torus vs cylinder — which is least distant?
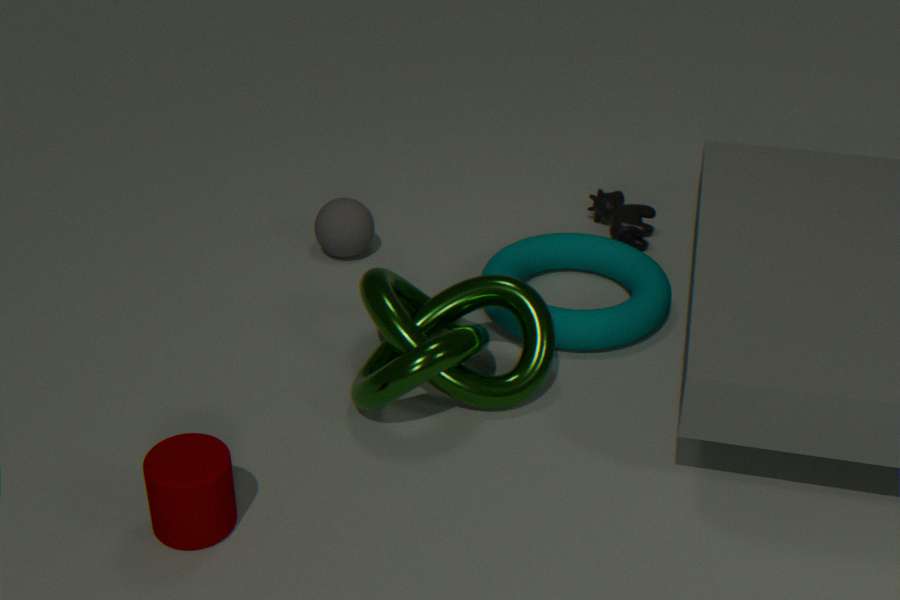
cylinder
